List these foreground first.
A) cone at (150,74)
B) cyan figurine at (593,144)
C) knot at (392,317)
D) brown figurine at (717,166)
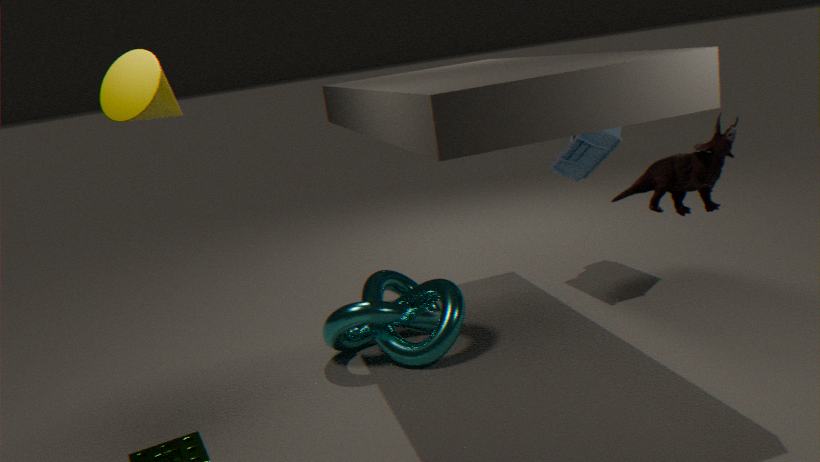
1. brown figurine at (717,166)
2. cone at (150,74)
3. knot at (392,317)
4. cyan figurine at (593,144)
